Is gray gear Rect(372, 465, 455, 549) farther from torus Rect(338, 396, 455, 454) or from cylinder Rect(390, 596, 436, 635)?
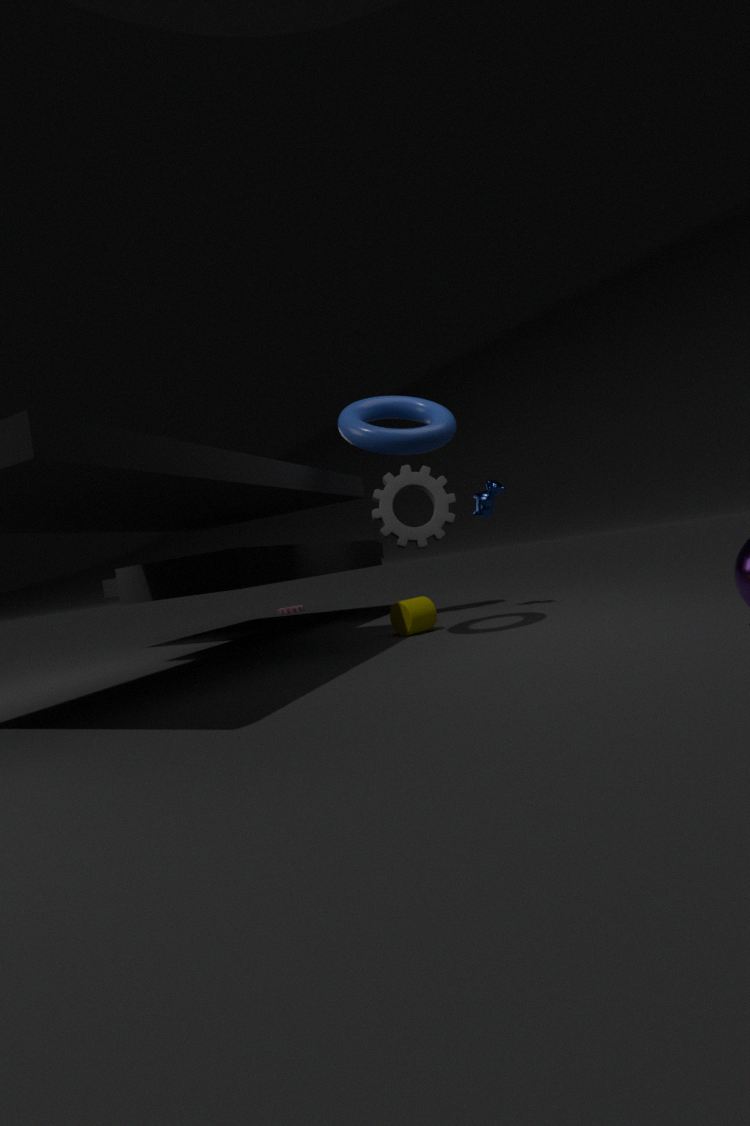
torus Rect(338, 396, 455, 454)
